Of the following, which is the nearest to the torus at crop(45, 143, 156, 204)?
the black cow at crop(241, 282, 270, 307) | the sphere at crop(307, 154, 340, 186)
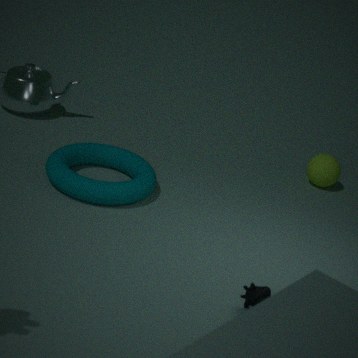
the black cow at crop(241, 282, 270, 307)
